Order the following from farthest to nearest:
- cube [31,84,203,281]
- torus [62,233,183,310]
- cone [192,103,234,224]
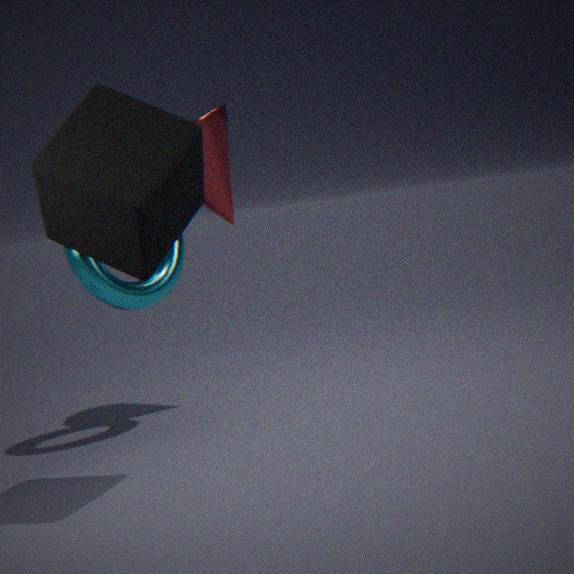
cone [192,103,234,224], torus [62,233,183,310], cube [31,84,203,281]
